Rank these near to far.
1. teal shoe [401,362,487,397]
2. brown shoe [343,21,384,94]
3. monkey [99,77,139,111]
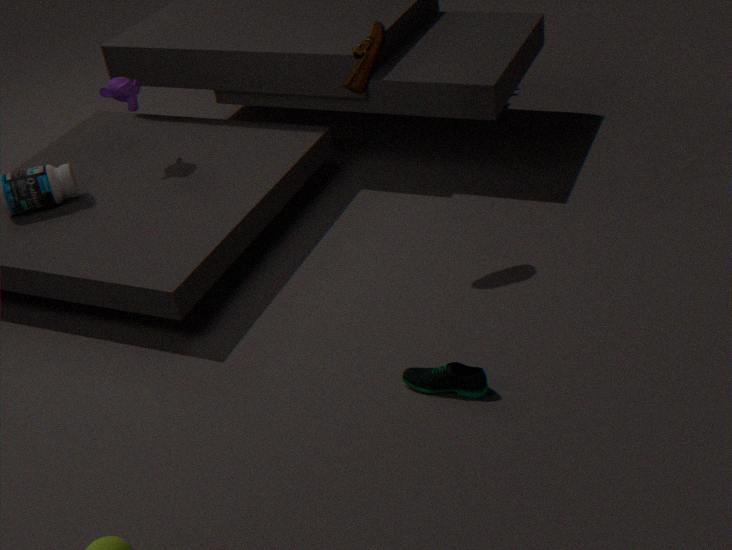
teal shoe [401,362,487,397] → brown shoe [343,21,384,94] → monkey [99,77,139,111]
